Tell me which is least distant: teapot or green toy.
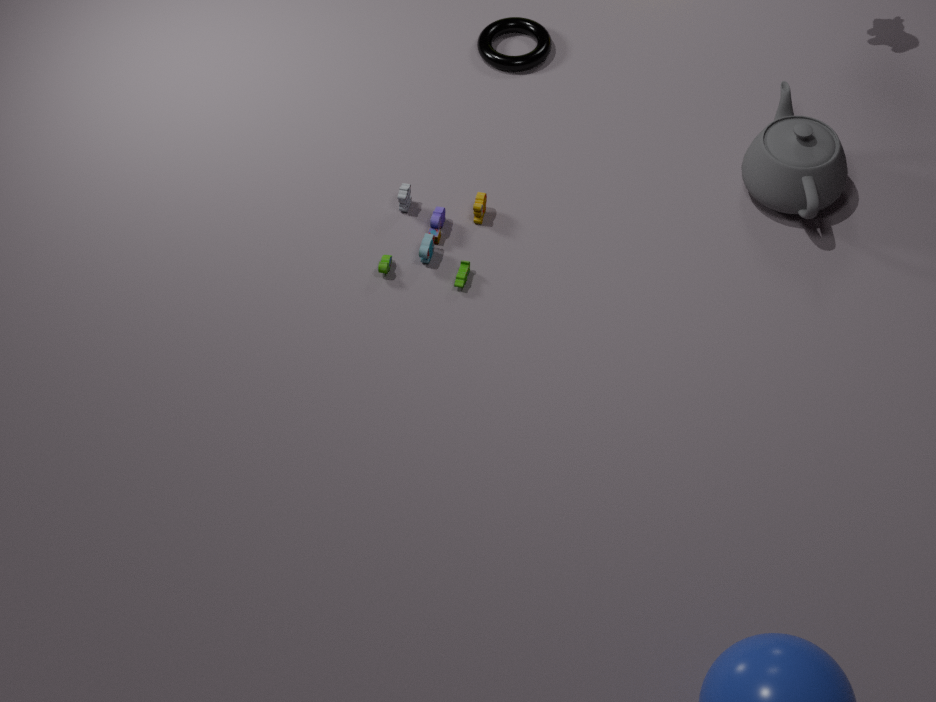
teapot
